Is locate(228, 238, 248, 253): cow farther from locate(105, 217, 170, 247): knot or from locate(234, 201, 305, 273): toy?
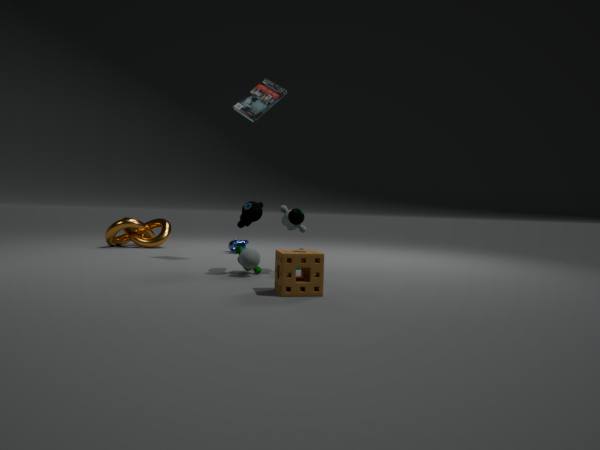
locate(234, 201, 305, 273): toy
